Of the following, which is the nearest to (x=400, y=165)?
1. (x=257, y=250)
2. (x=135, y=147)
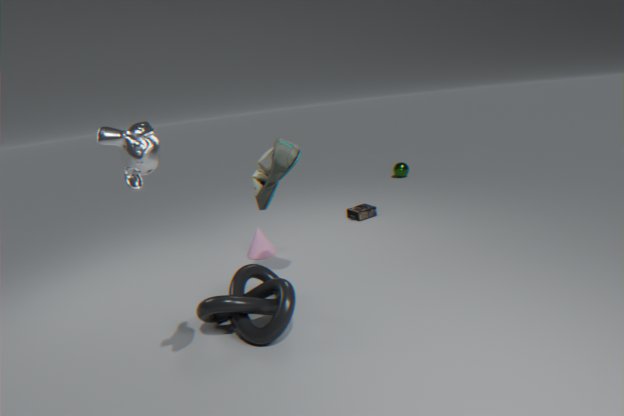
(x=257, y=250)
